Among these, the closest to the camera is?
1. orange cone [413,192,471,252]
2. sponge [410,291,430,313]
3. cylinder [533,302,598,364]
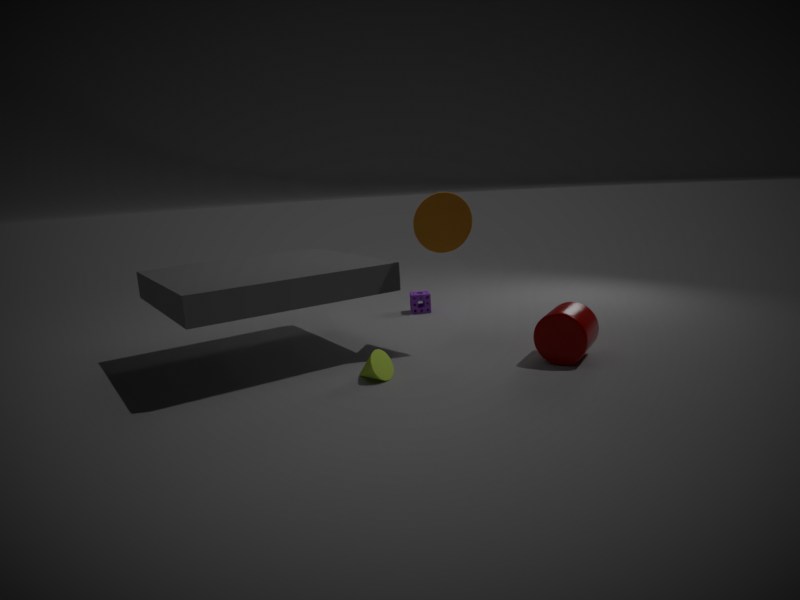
cylinder [533,302,598,364]
